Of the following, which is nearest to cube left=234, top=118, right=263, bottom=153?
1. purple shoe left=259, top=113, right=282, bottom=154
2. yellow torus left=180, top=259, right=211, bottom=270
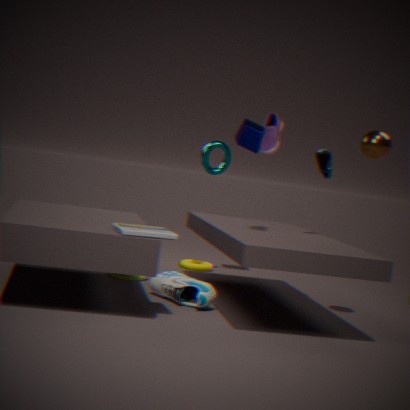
purple shoe left=259, top=113, right=282, bottom=154
